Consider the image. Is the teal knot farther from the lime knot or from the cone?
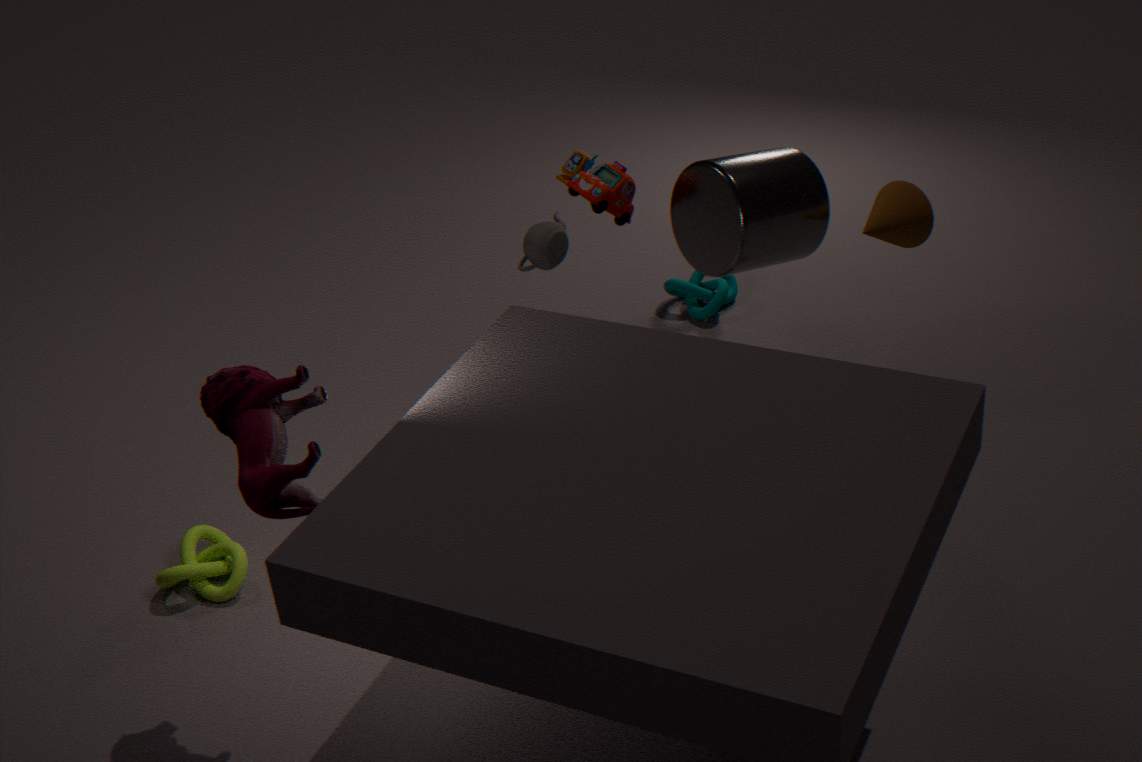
the lime knot
